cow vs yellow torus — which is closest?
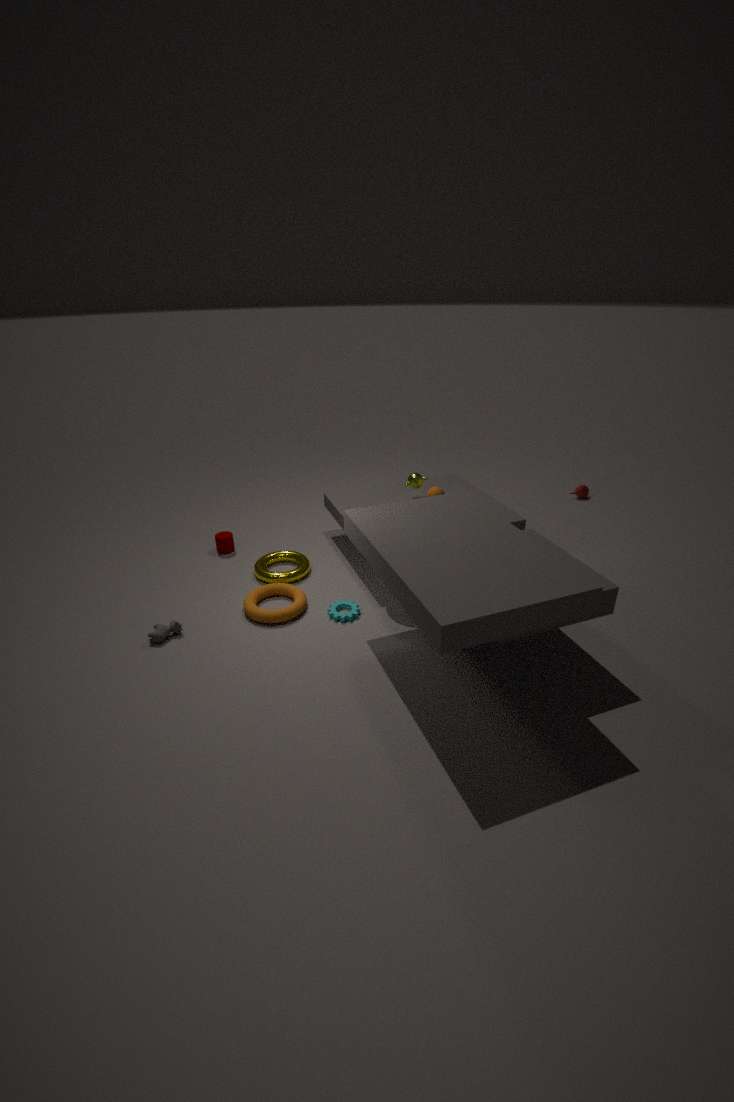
cow
